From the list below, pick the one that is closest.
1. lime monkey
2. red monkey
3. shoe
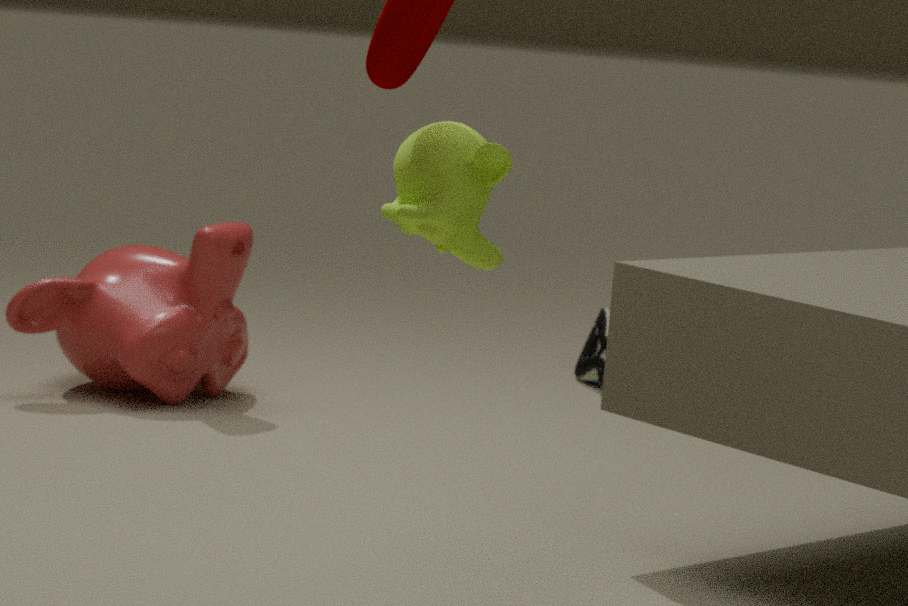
lime monkey
